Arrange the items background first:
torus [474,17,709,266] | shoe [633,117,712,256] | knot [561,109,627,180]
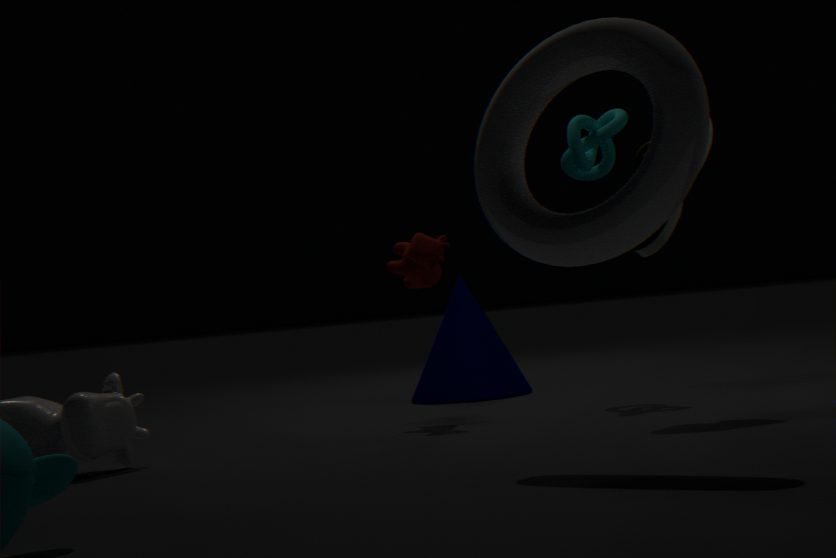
knot [561,109,627,180], shoe [633,117,712,256], torus [474,17,709,266]
